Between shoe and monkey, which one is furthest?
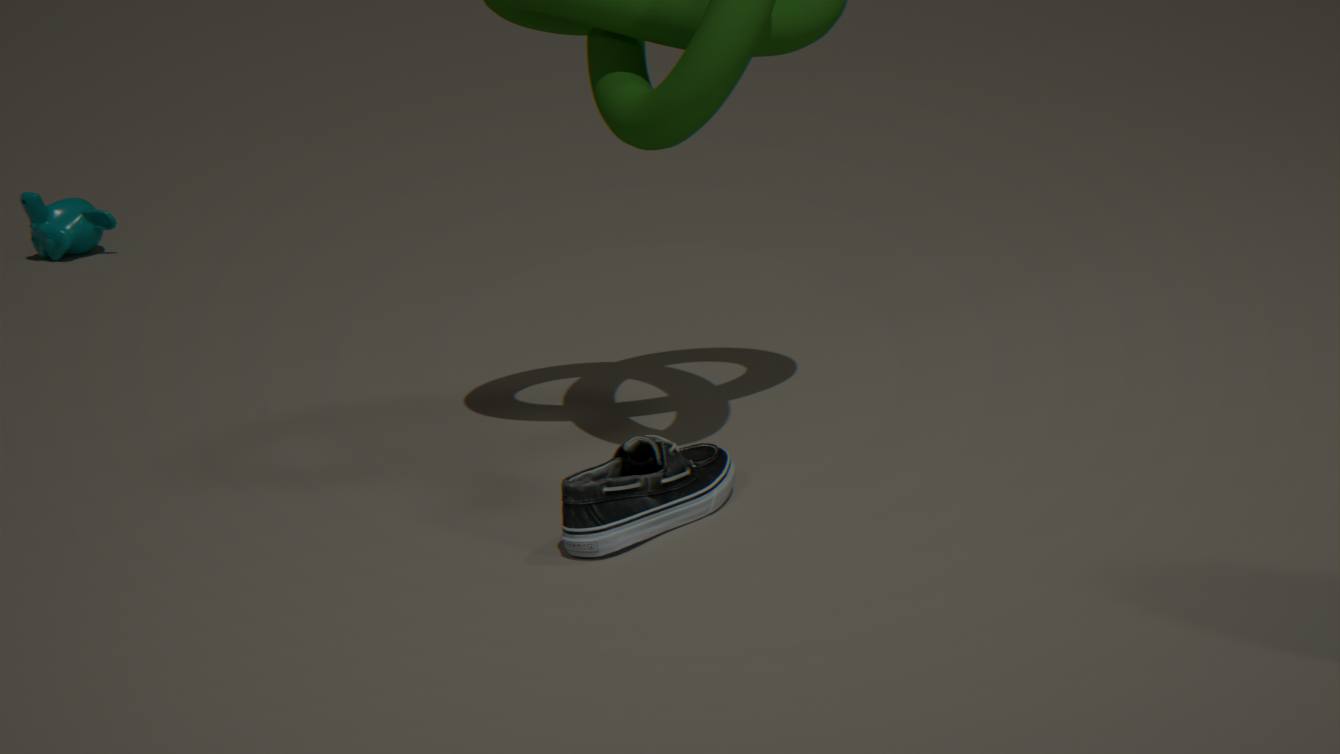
monkey
